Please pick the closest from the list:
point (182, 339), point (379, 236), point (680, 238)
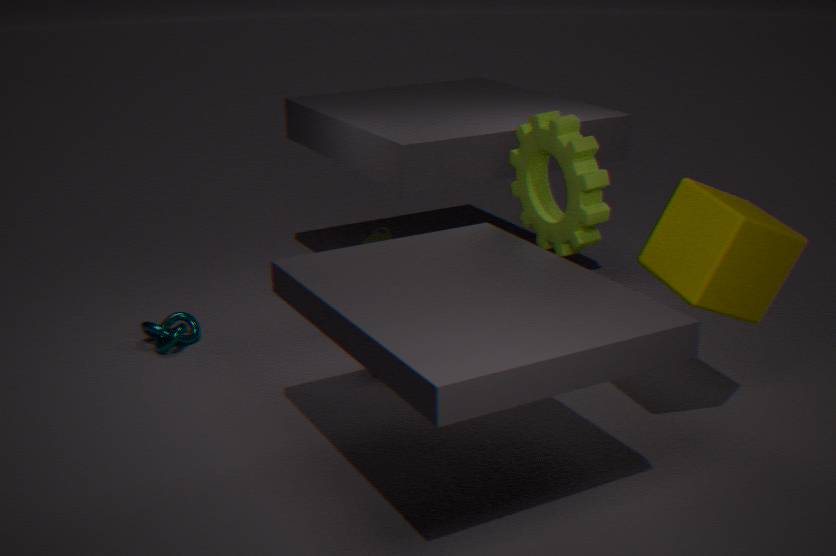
point (680, 238)
